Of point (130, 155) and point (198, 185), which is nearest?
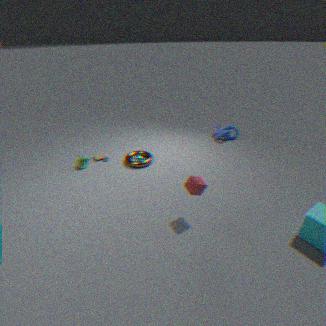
point (198, 185)
